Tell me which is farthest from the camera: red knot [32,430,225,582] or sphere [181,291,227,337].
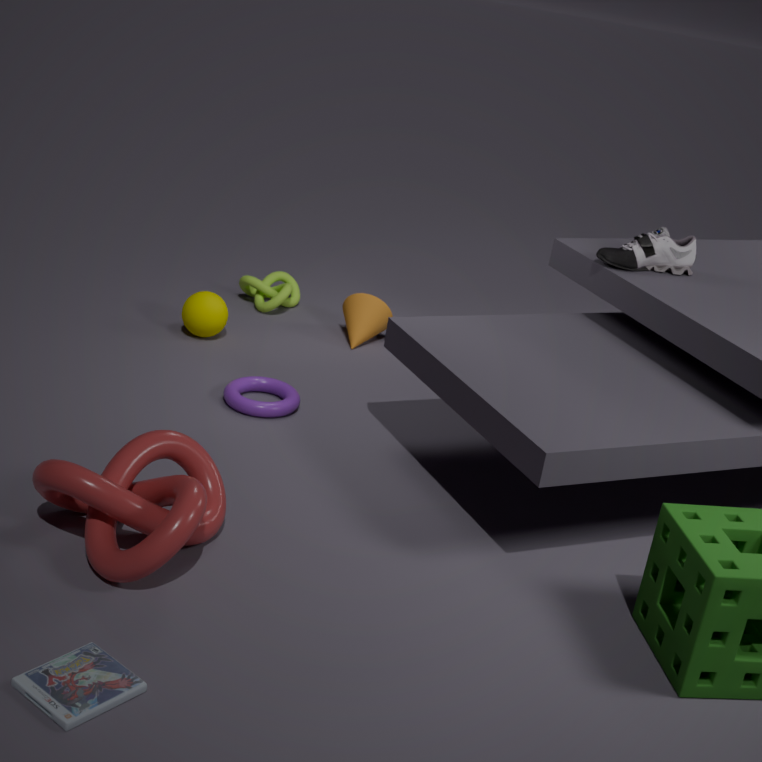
sphere [181,291,227,337]
